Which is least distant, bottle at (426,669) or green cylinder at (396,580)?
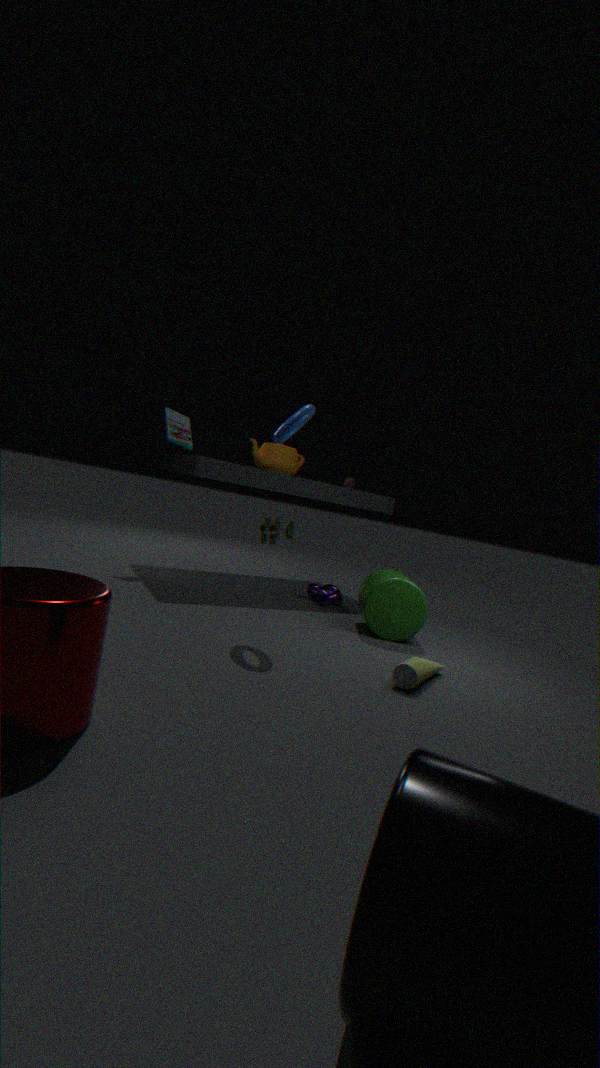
bottle at (426,669)
